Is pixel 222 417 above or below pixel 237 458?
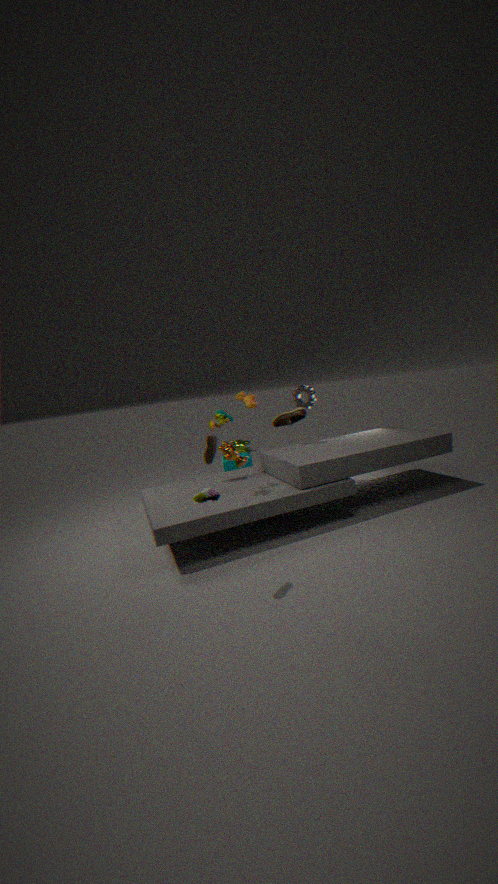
above
